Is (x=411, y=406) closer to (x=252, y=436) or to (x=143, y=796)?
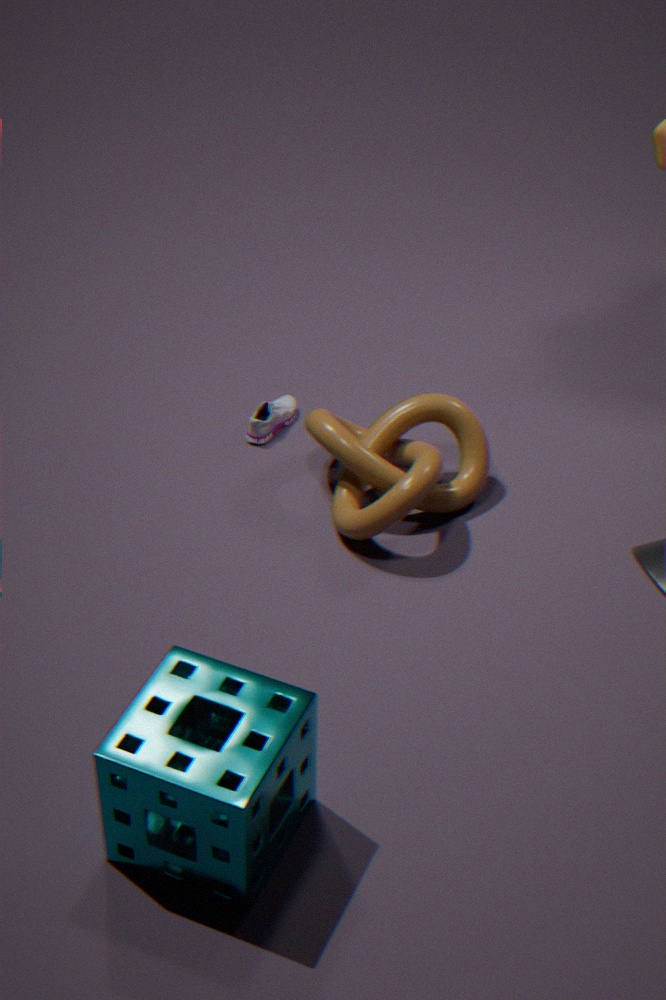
(x=252, y=436)
